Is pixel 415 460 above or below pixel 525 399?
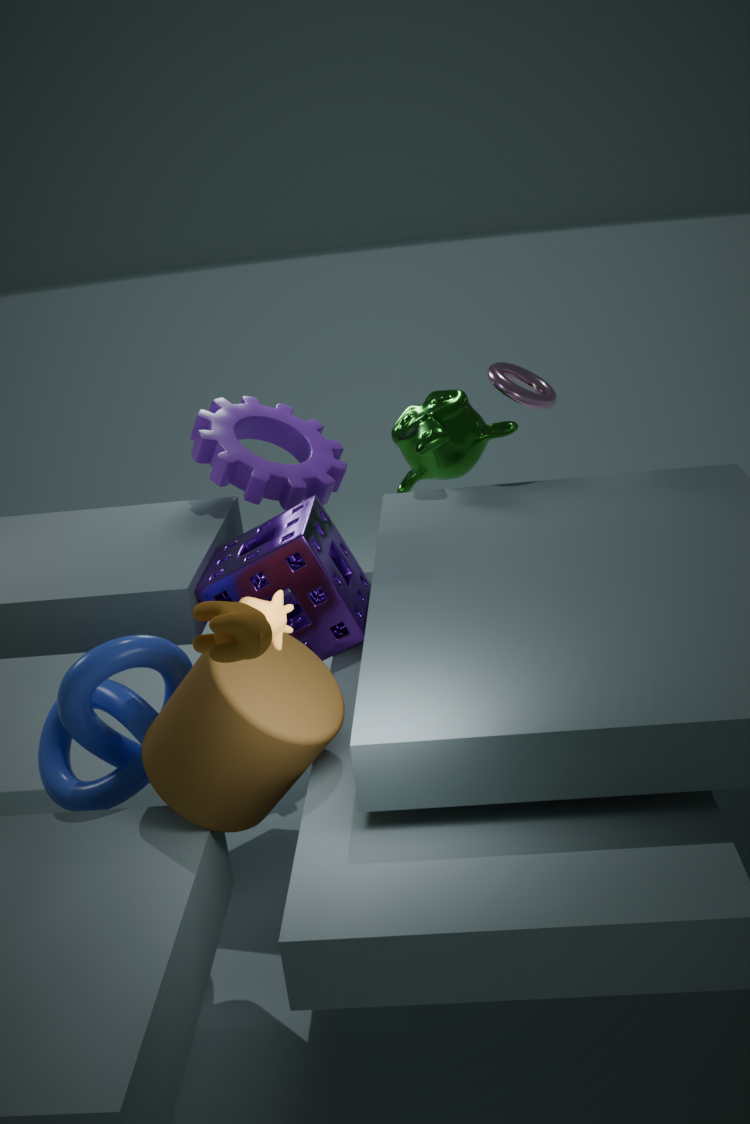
below
